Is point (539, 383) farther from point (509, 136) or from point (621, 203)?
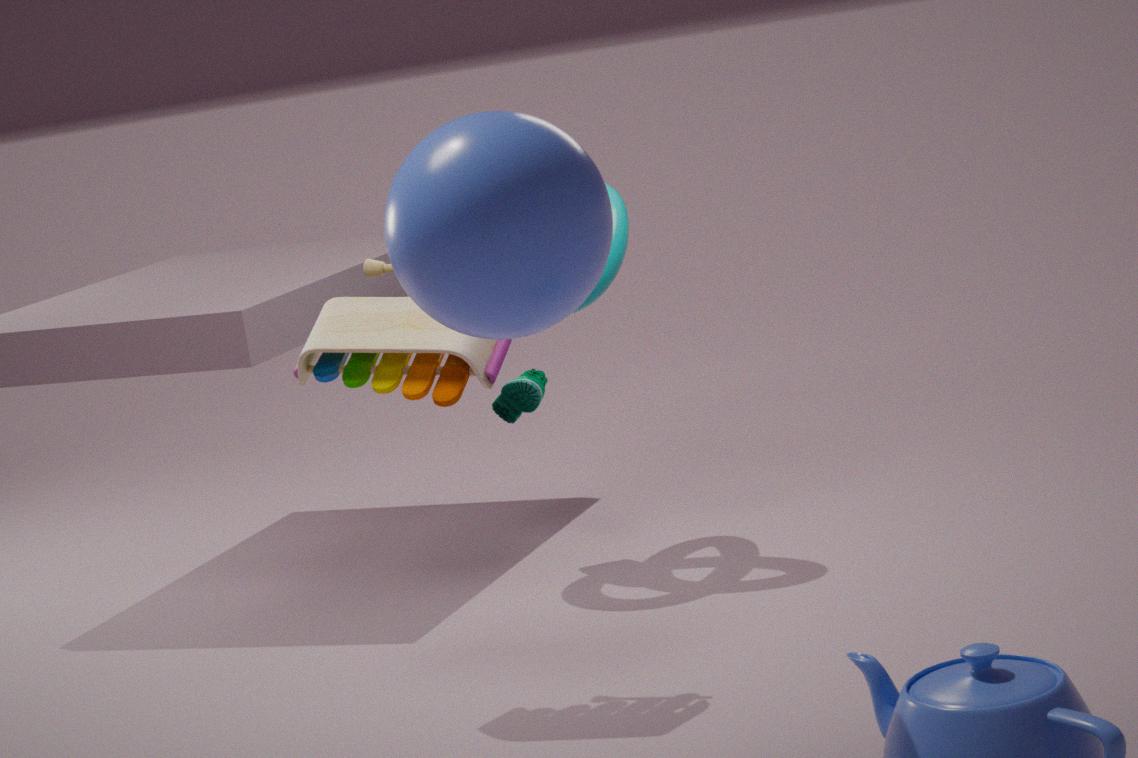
point (509, 136)
